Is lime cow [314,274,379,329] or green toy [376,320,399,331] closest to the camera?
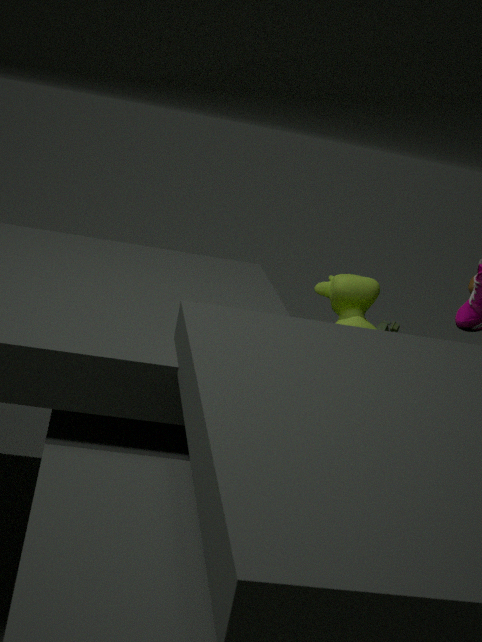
lime cow [314,274,379,329]
